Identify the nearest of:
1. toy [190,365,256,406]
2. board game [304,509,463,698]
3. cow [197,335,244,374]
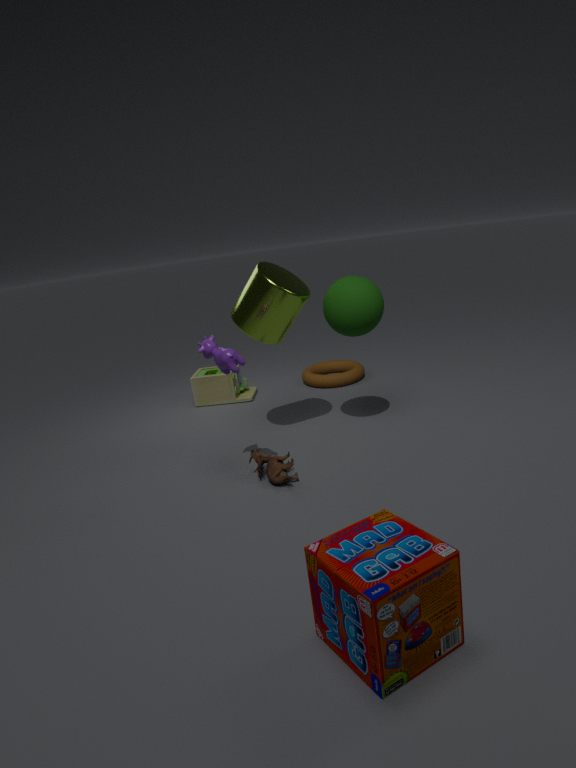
board game [304,509,463,698]
